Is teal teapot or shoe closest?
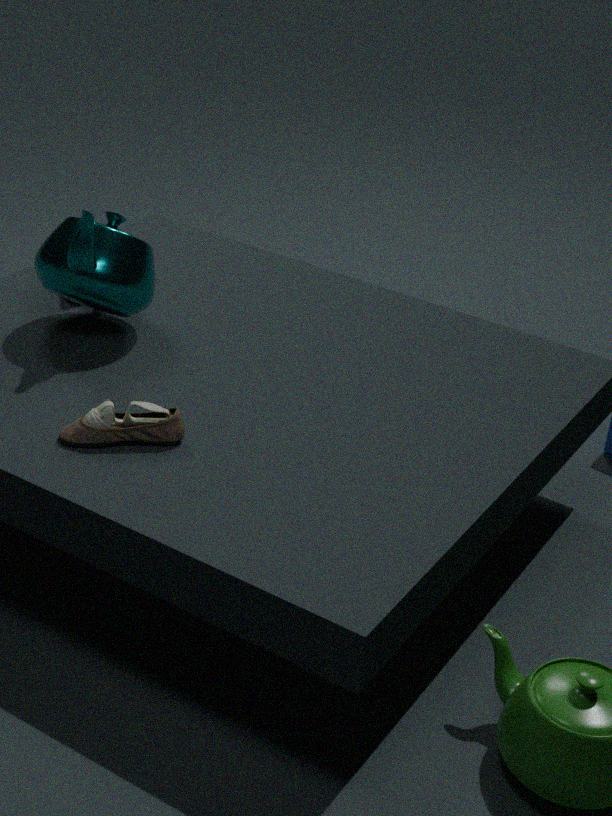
shoe
